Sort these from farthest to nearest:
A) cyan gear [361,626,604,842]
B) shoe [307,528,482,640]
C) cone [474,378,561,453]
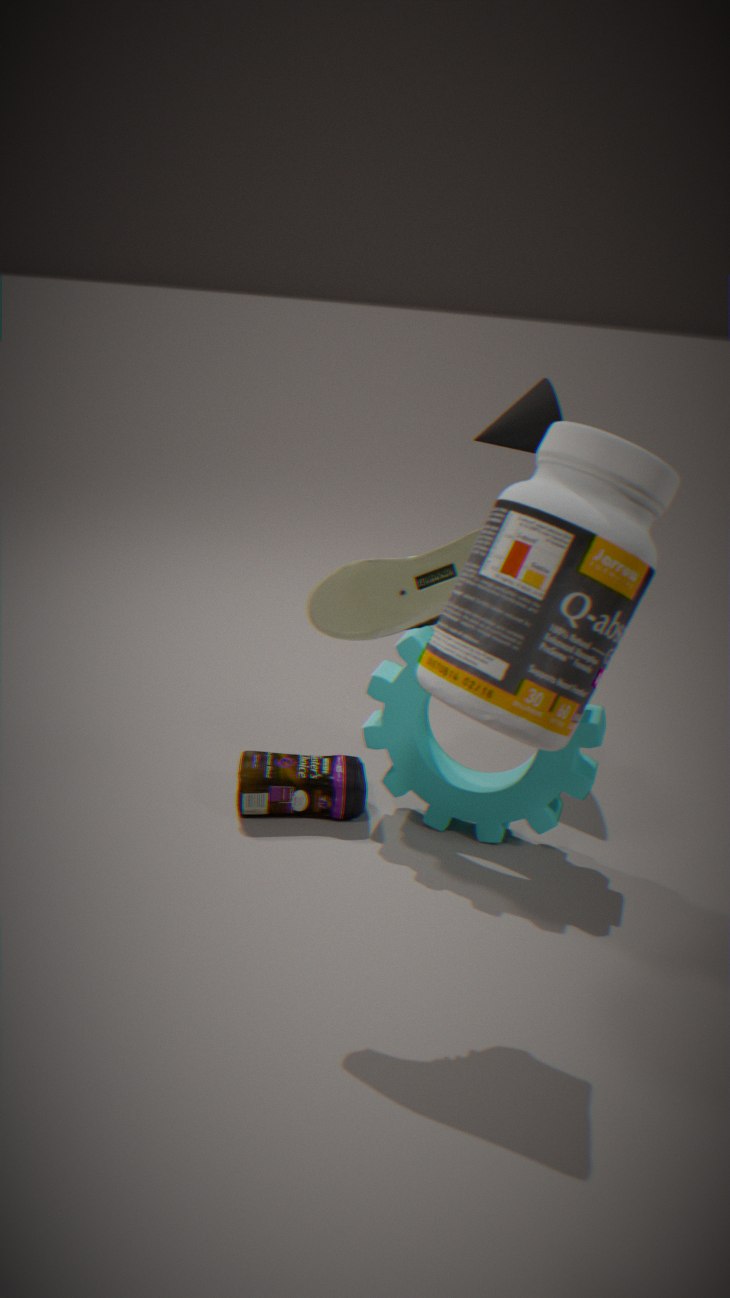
cone [474,378,561,453] → cyan gear [361,626,604,842] → shoe [307,528,482,640]
